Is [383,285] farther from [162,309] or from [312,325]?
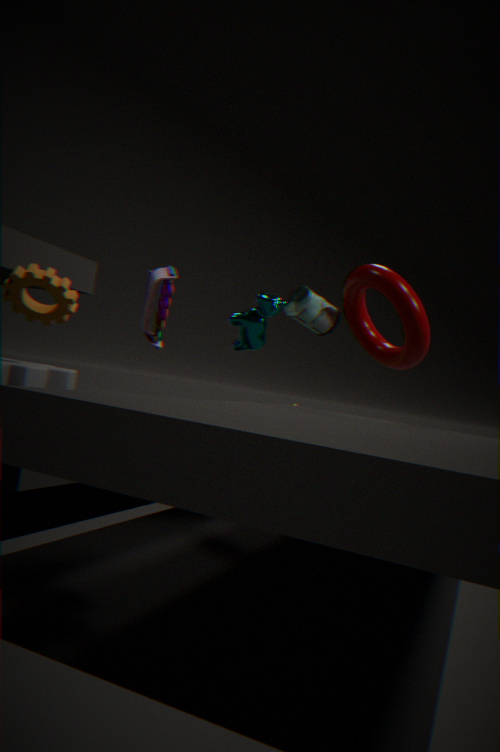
[162,309]
